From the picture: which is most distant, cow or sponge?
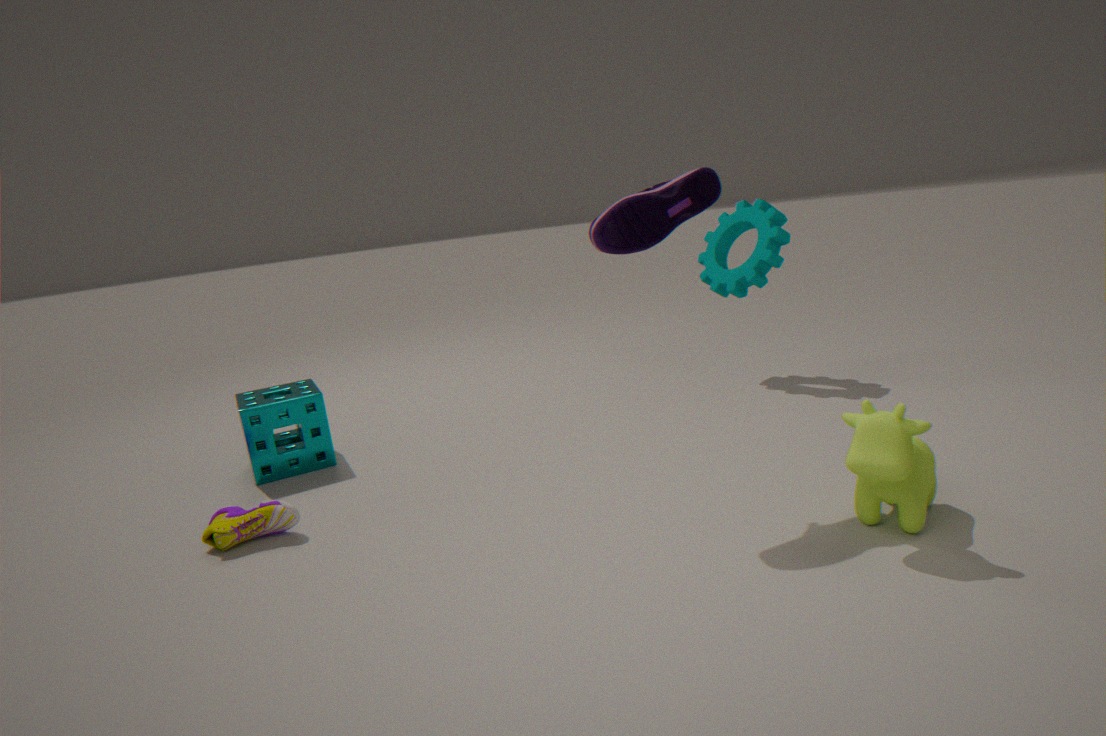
sponge
